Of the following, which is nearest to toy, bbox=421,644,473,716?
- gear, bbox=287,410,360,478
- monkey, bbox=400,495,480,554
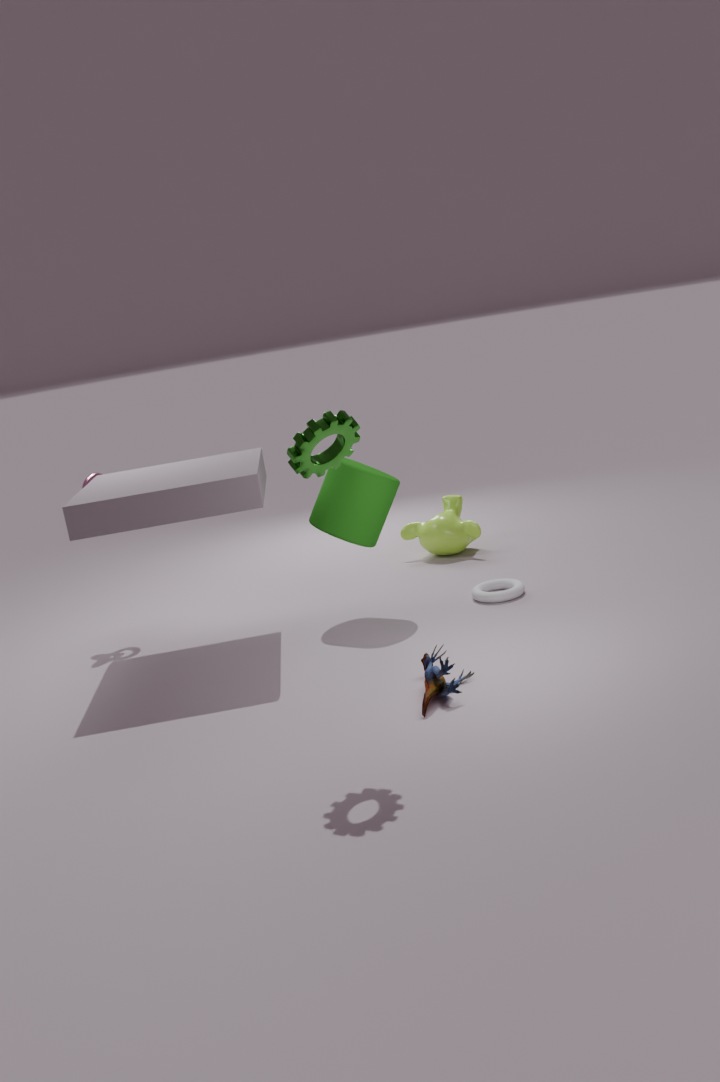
gear, bbox=287,410,360,478
